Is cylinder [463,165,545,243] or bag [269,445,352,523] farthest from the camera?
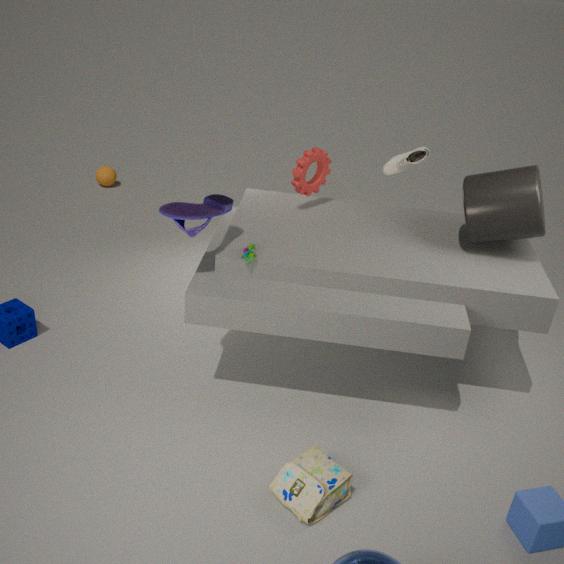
cylinder [463,165,545,243]
